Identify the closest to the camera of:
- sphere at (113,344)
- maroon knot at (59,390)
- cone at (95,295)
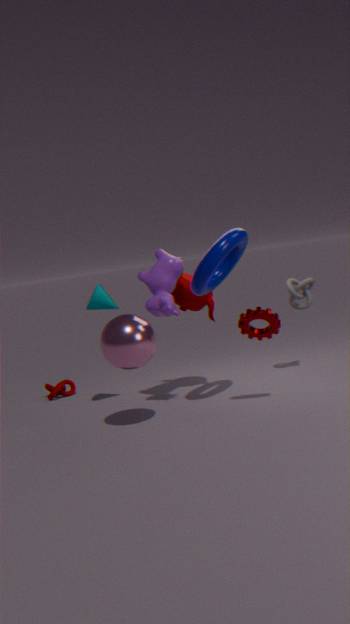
sphere at (113,344)
